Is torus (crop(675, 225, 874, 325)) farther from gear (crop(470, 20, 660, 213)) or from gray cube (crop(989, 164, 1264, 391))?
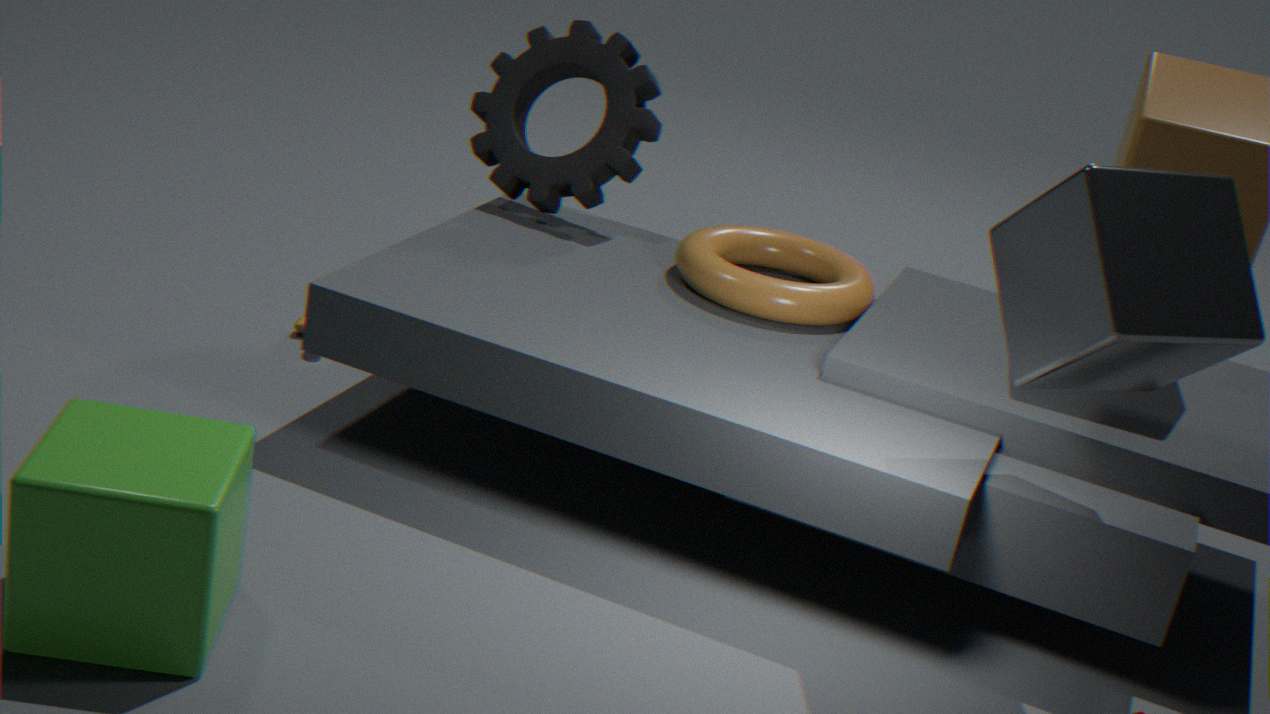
gray cube (crop(989, 164, 1264, 391))
